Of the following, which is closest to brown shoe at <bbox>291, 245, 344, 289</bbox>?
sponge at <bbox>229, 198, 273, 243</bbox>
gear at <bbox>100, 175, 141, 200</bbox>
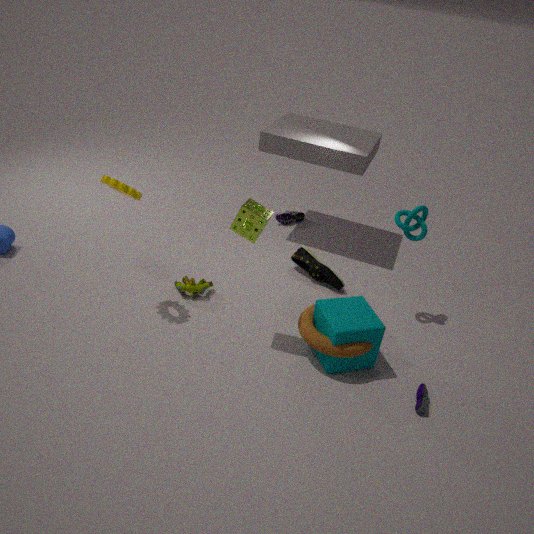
sponge at <bbox>229, 198, 273, 243</bbox>
